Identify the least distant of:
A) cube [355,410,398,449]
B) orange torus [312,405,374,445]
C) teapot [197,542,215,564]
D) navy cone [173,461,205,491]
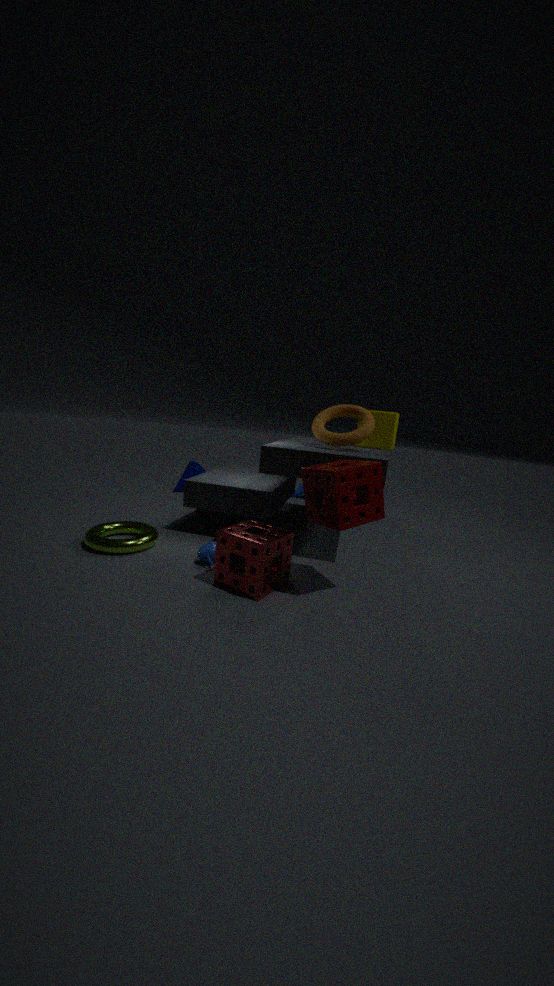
C. teapot [197,542,215,564]
